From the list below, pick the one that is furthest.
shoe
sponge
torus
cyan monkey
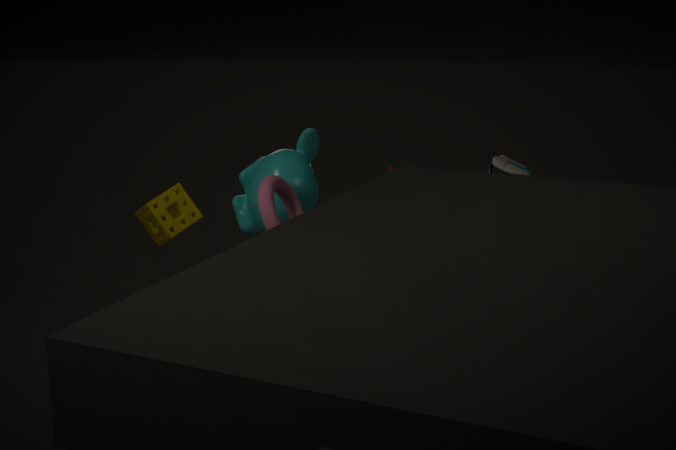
sponge
